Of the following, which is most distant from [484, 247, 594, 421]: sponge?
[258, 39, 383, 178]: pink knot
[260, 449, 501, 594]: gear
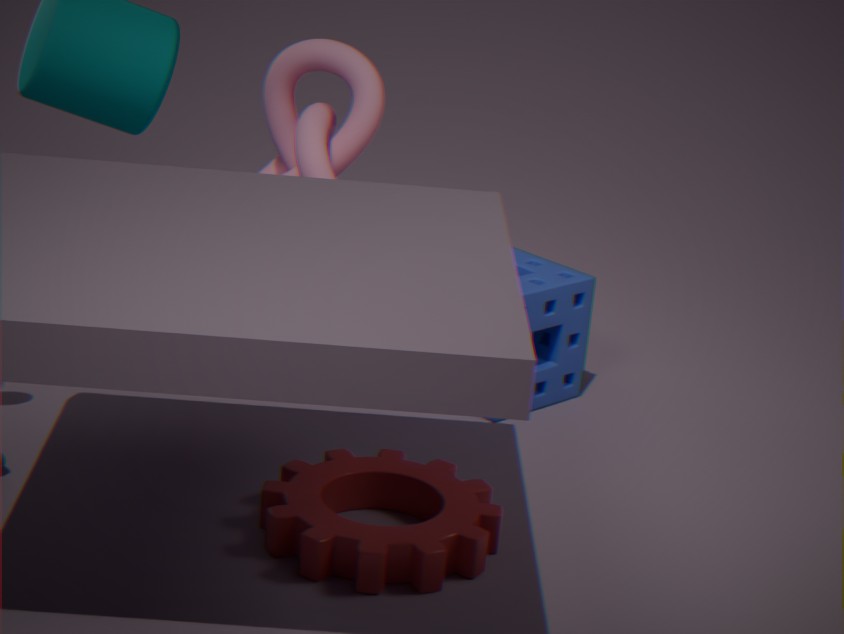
[260, 449, 501, 594]: gear
